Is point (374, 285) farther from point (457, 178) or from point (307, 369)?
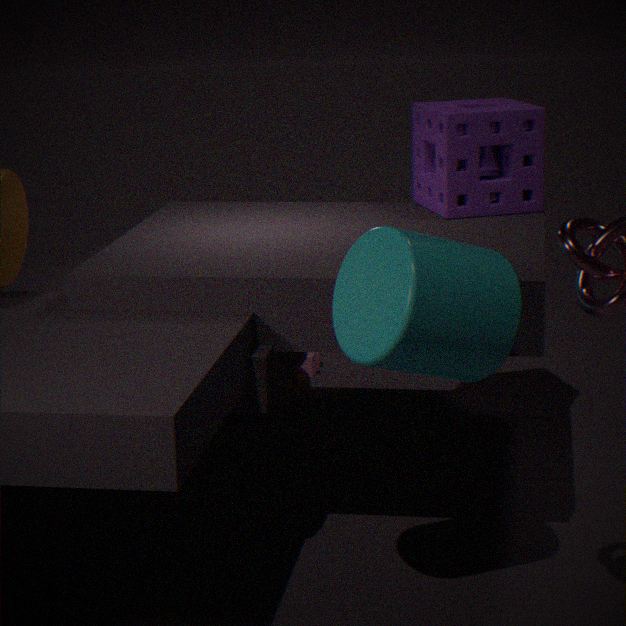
point (307, 369)
